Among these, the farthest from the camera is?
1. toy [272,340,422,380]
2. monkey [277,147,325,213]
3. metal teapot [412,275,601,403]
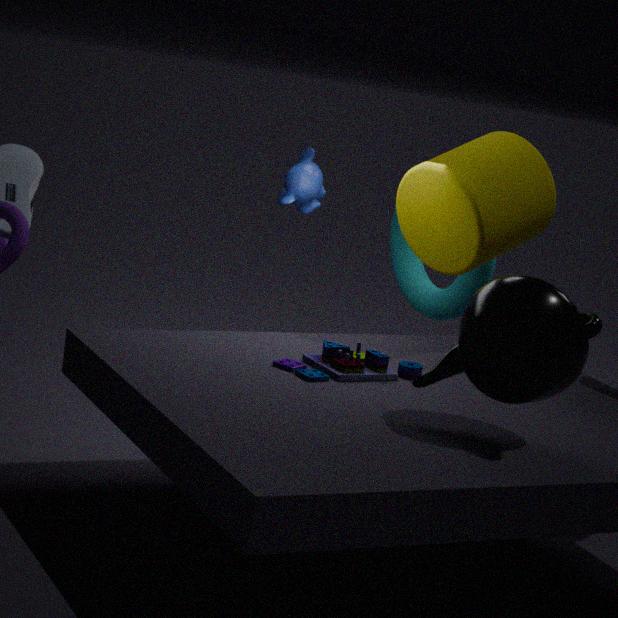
monkey [277,147,325,213]
